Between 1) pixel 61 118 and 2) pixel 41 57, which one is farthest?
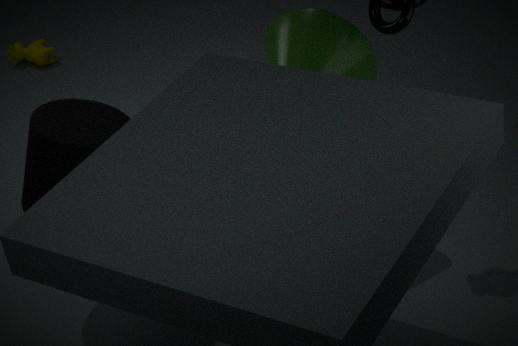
2. pixel 41 57
